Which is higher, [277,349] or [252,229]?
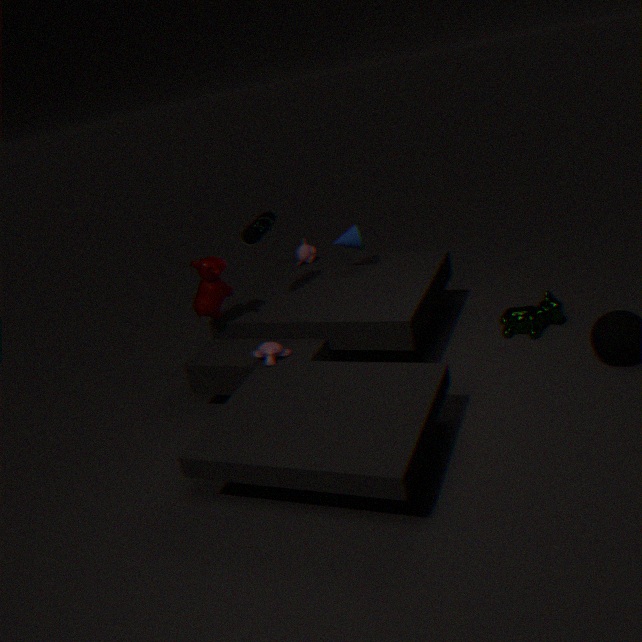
[252,229]
